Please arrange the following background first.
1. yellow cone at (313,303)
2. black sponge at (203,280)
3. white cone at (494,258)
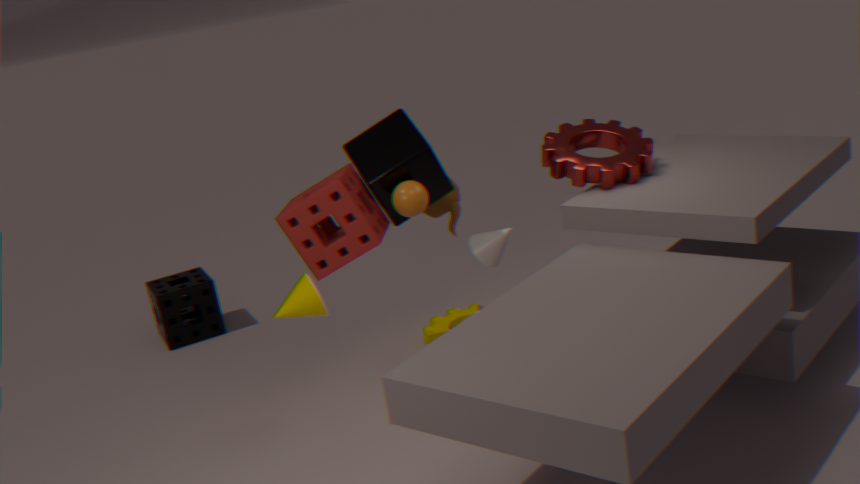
black sponge at (203,280) < white cone at (494,258) < yellow cone at (313,303)
